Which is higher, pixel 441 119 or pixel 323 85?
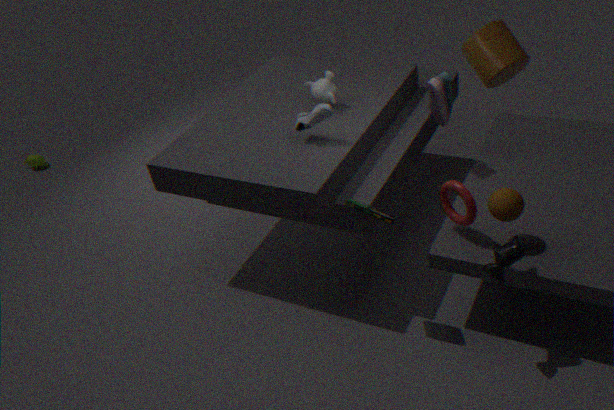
pixel 323 85
